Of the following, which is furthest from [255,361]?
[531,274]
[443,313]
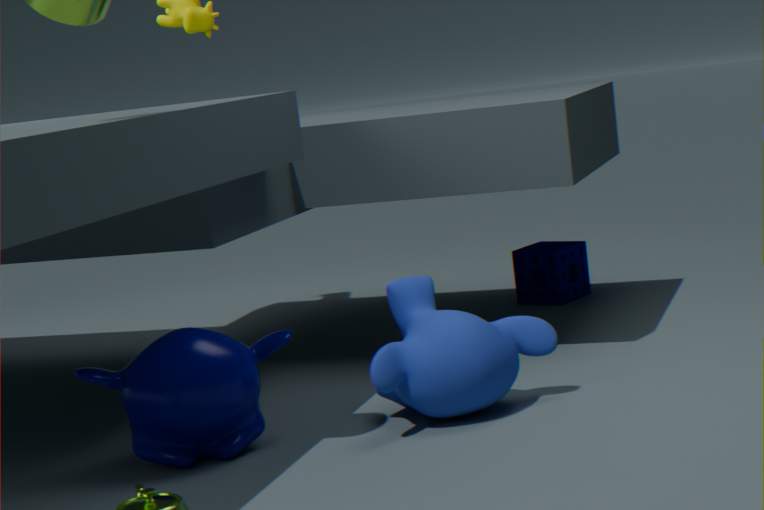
[531,274]
